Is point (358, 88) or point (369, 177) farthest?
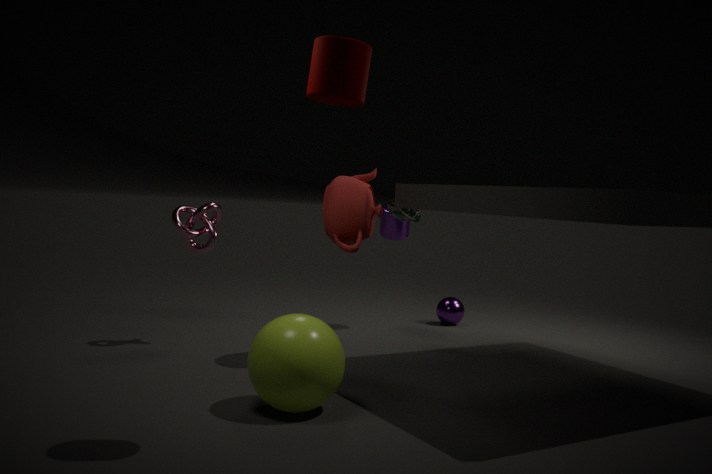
point (369, 177)
